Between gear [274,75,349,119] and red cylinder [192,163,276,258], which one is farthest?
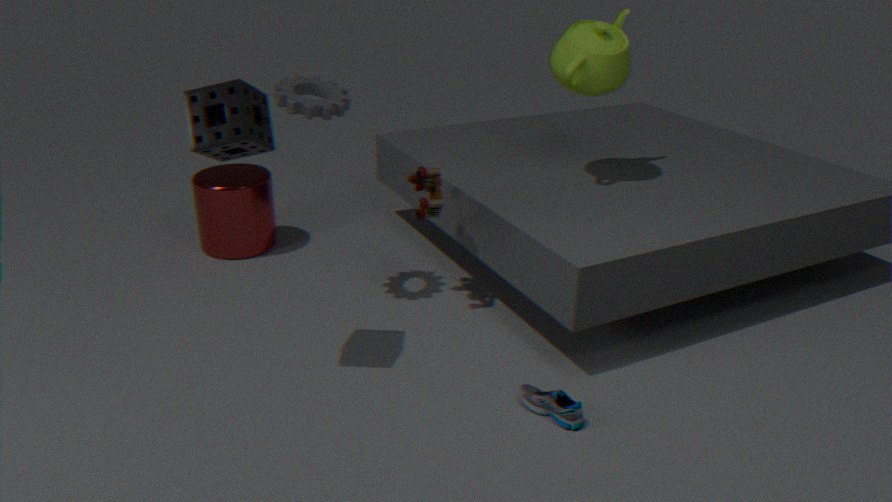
red cylinder [192,163,276,258]
